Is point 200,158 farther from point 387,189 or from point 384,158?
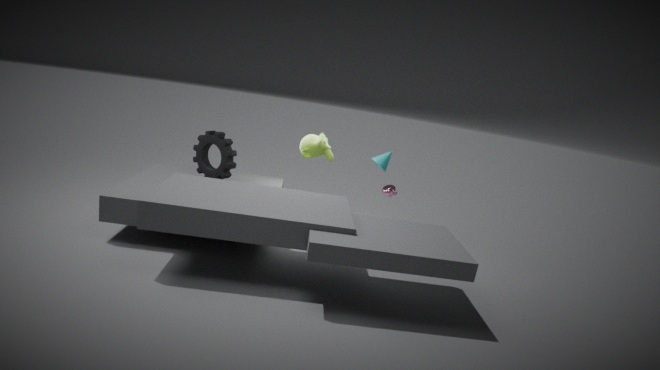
point 387,189
